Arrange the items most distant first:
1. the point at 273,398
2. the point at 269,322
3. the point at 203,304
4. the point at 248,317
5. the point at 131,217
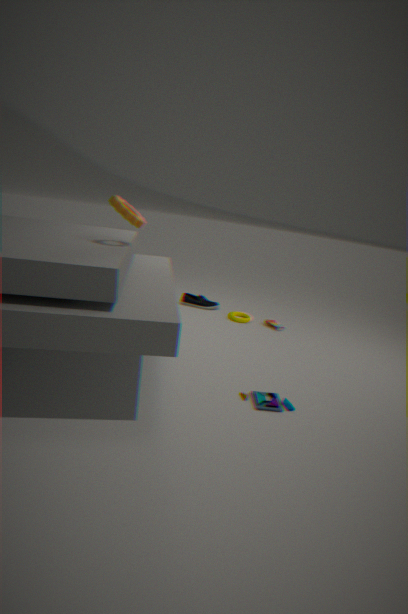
the point at 203,304 → the point at 248,317 → the point at 269,322 → the point at 273,398 → the point at 131,217
